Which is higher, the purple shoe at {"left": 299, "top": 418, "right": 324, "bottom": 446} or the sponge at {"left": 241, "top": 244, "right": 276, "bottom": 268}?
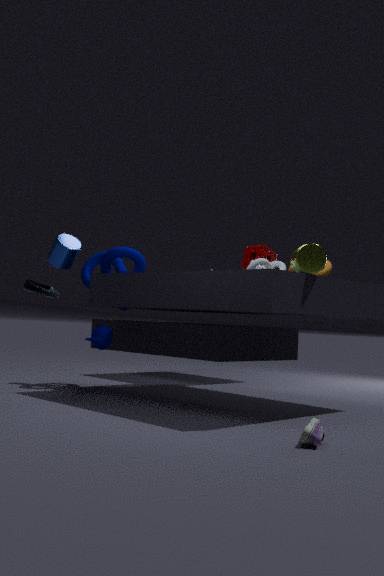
the sponge at {"left": 241, "top": 244, "right": 276, "bottom": 268}
